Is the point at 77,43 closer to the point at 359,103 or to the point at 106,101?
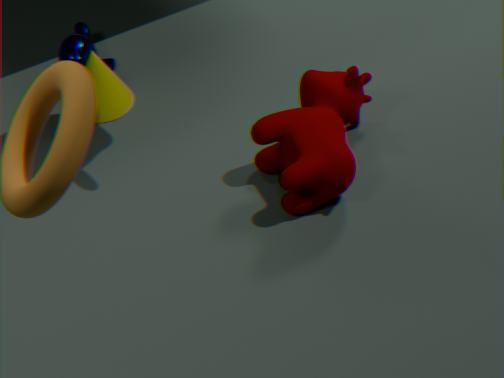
the point at 106,101
